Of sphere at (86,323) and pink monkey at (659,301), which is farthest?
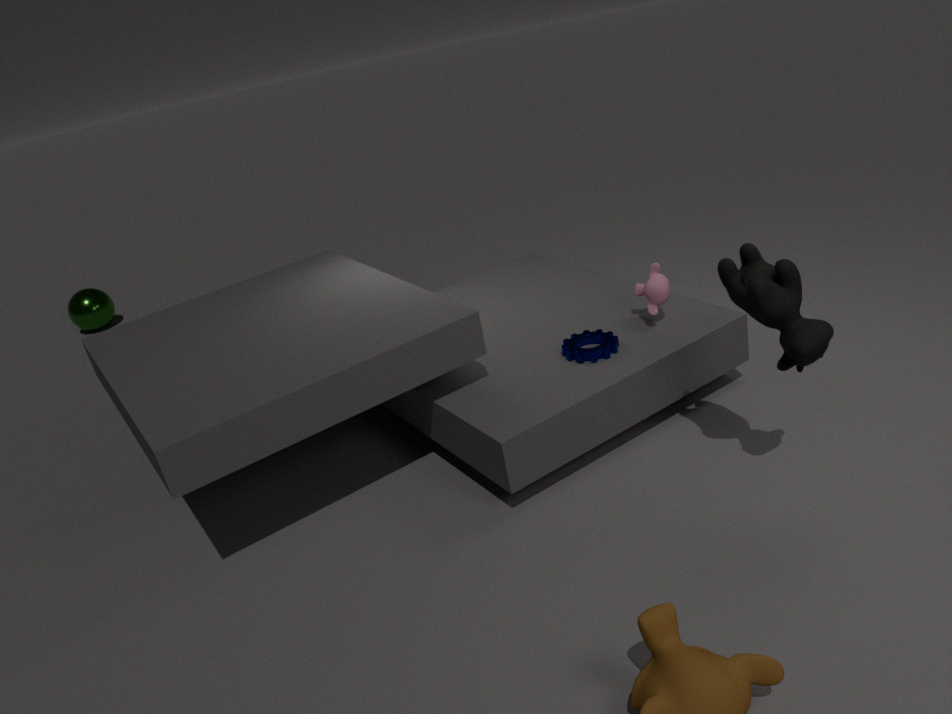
sphere at (86,323)
